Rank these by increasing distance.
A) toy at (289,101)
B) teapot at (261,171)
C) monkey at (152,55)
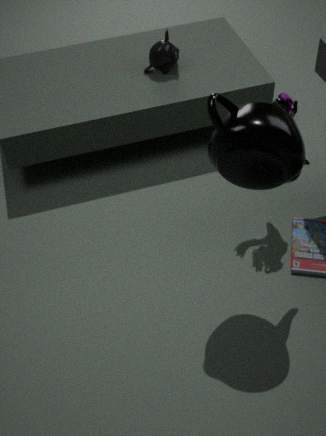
teapot at (261,171)
toy at (289,101)
monkey at (152,55)
